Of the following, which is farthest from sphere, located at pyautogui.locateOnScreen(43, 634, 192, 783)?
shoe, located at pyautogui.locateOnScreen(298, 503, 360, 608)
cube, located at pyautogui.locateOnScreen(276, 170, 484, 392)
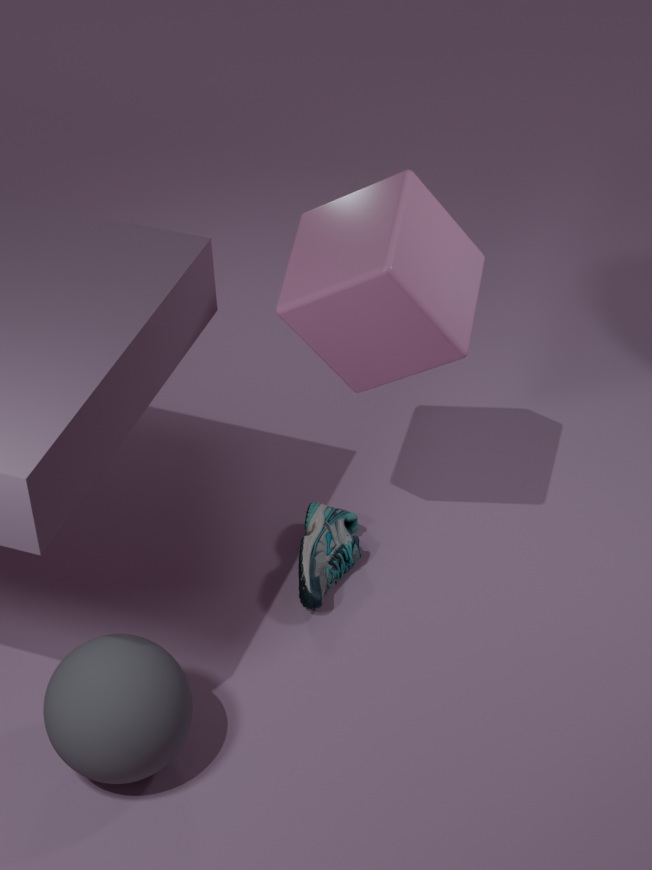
cube, located at pyautogui.locateOnScreen(276, 170, 484, 392)
